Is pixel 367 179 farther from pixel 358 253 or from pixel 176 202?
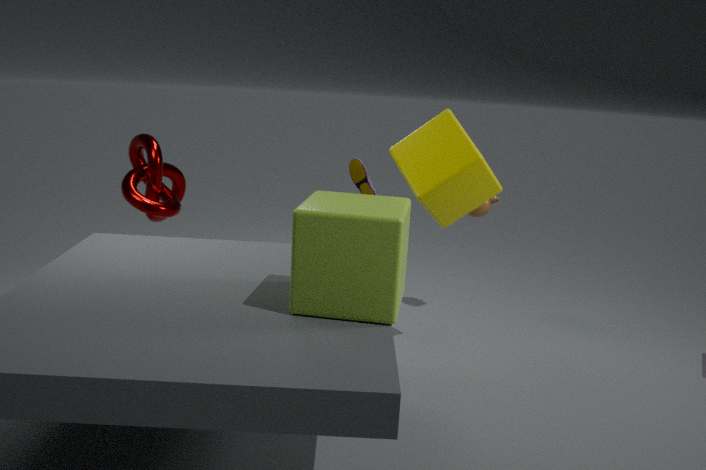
pixel 358 253
